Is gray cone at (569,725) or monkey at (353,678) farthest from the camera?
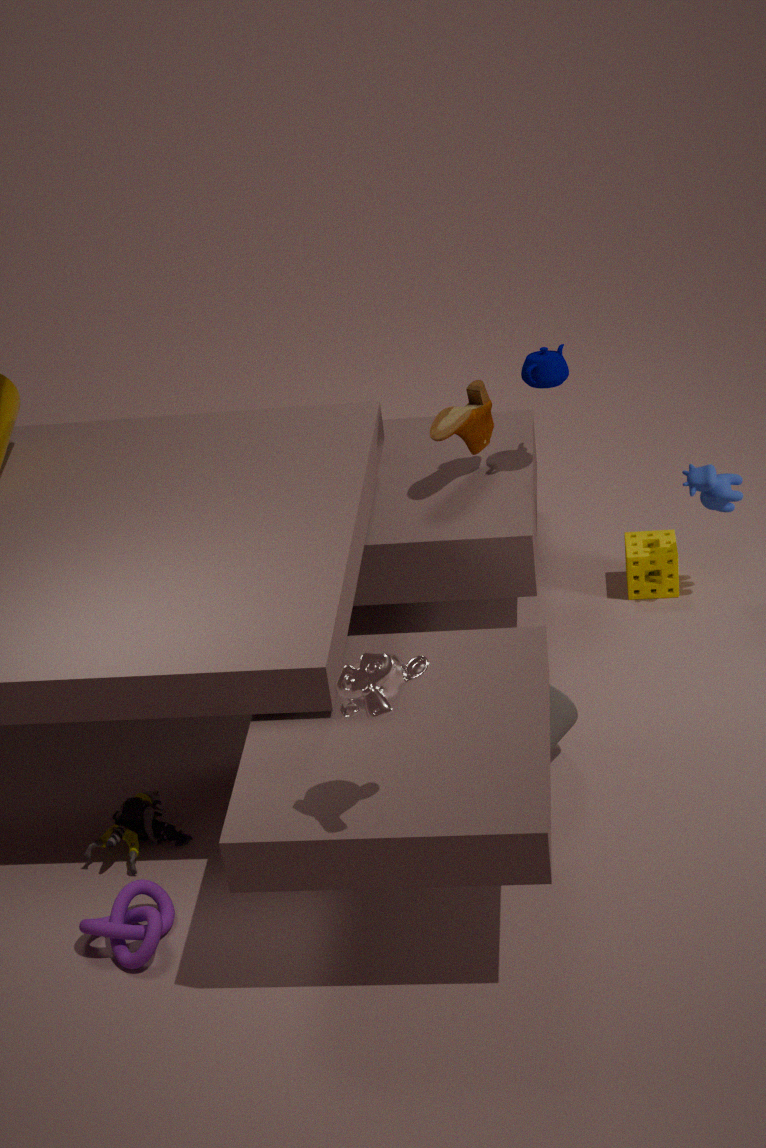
gray cone at (569,725)
